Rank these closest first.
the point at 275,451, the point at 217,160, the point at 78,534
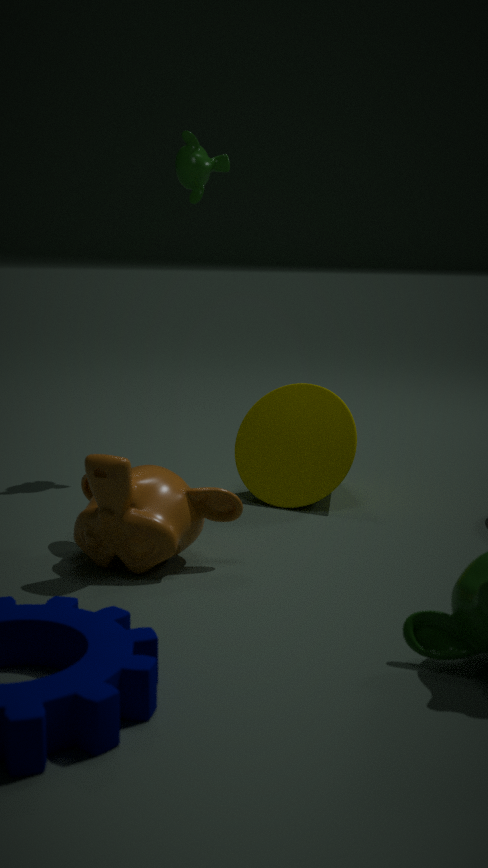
the point at 78,534, the point at 275,451, the point at 217,160
